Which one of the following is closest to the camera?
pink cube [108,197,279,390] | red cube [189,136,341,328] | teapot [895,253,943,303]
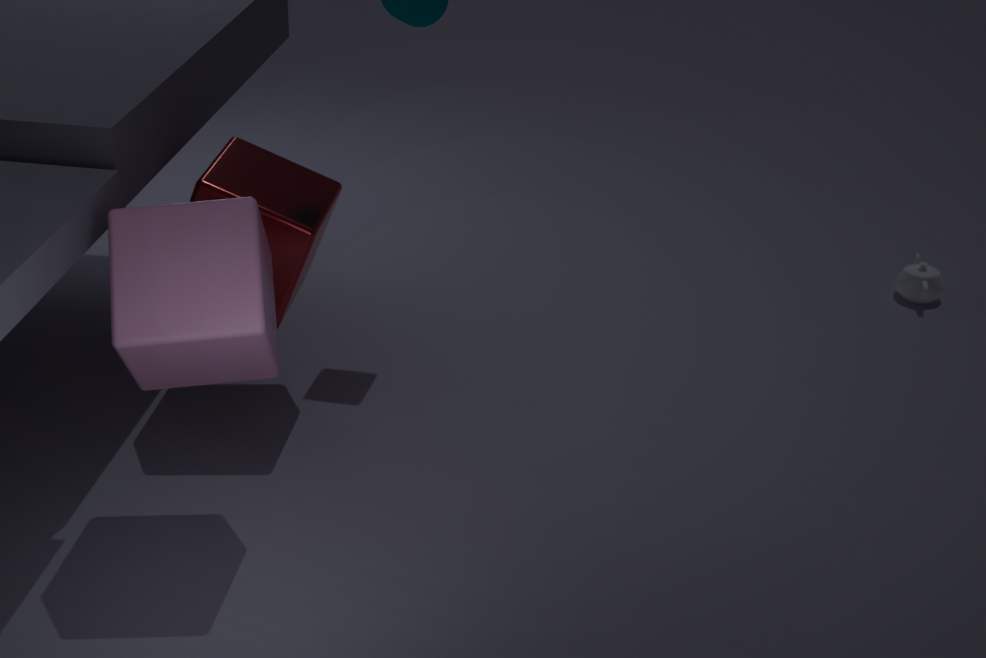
pink cube [108,197,279,390]
